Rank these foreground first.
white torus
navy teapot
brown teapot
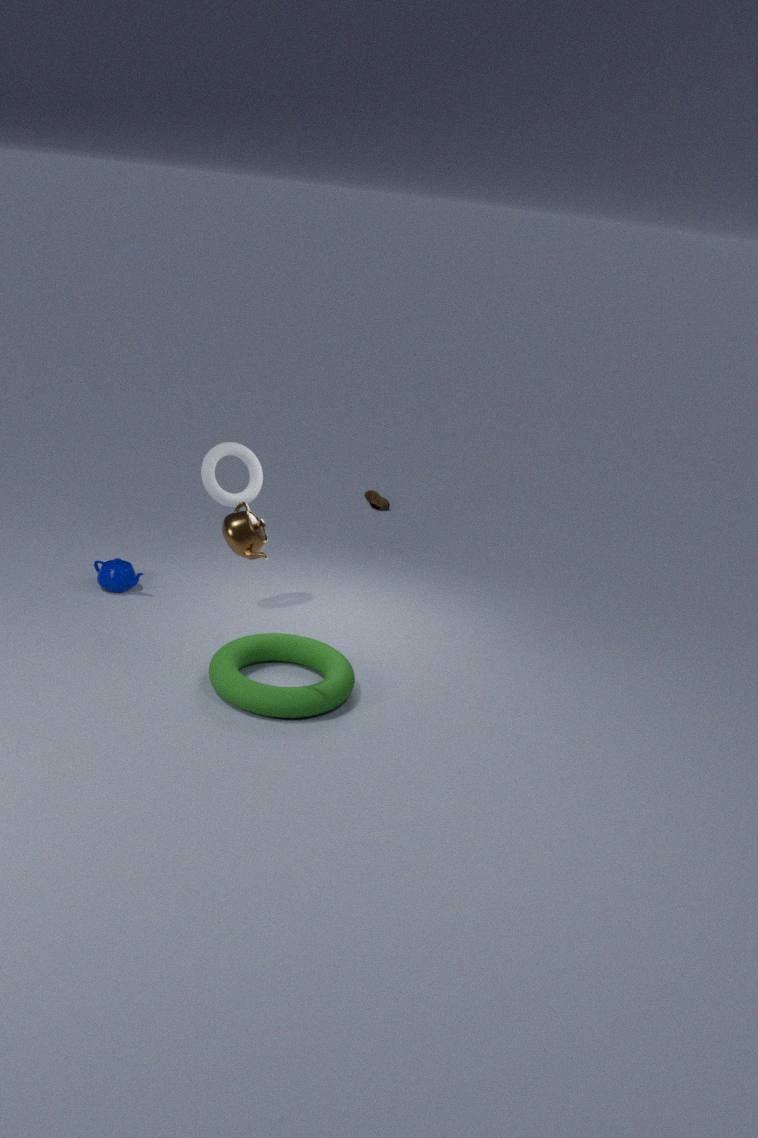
brown teapot → white torus → navy teapot
